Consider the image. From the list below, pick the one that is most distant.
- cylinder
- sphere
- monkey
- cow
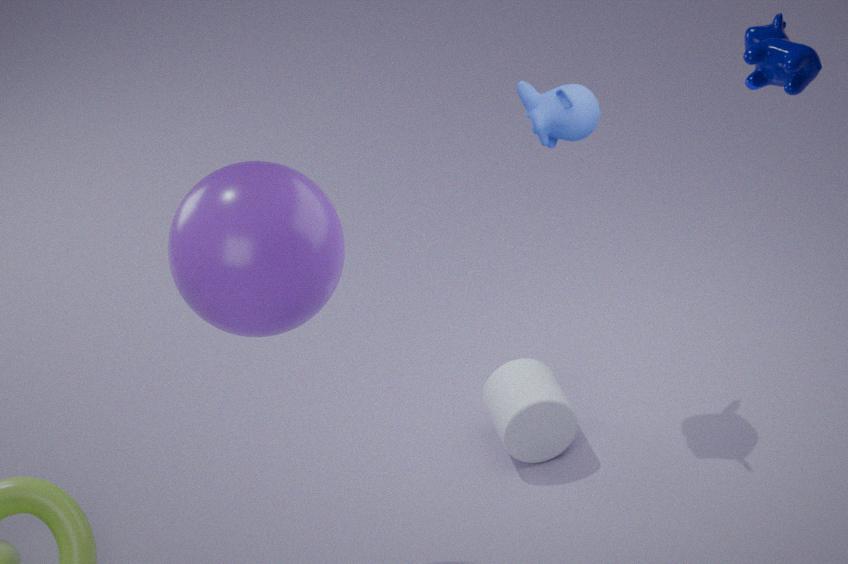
cylinder
